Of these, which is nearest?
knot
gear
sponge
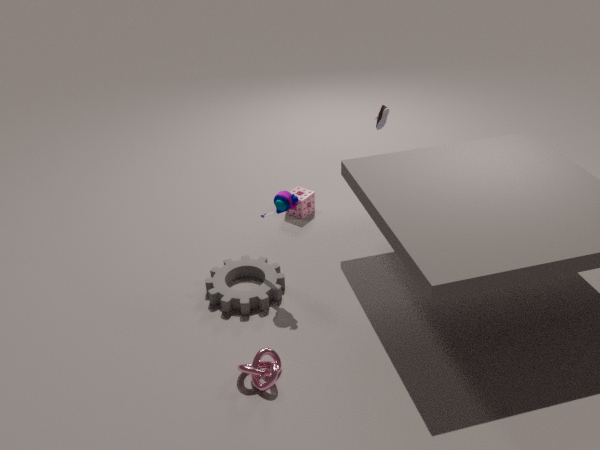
knot
